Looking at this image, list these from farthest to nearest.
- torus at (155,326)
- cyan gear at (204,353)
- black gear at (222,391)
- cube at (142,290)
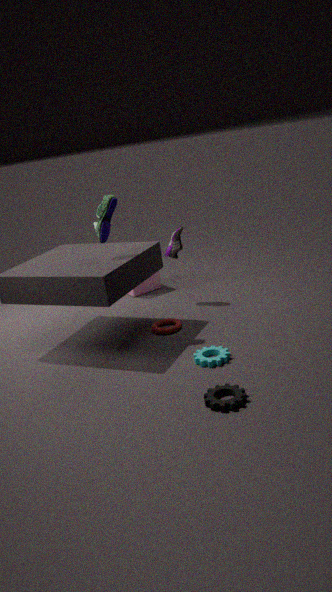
cube at (142,290) → torus at (155,326) → cyan gear at (204,353) → black gear at (222,391)
